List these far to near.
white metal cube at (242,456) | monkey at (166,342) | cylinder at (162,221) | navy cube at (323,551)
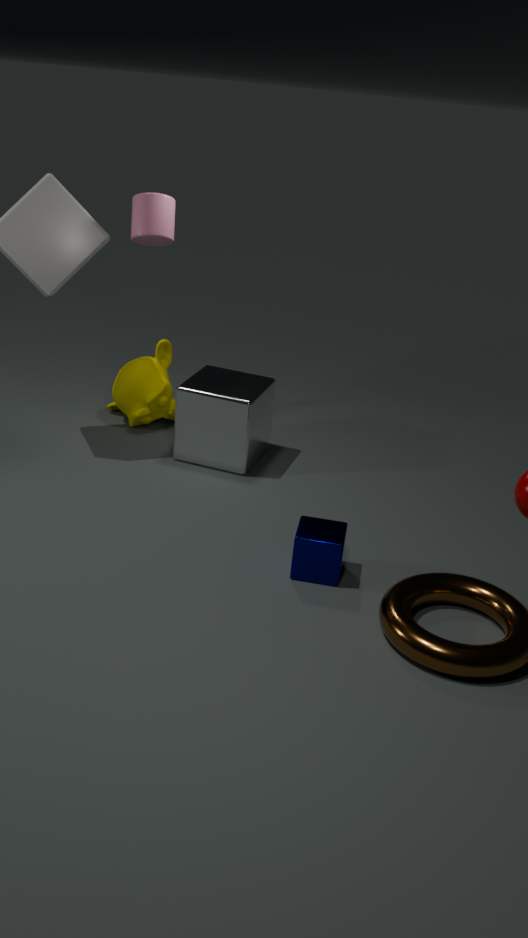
monkey at (166,342)
white metal cube at (242,456)
cylinder at (162,221)
navy cube at (323,551)
